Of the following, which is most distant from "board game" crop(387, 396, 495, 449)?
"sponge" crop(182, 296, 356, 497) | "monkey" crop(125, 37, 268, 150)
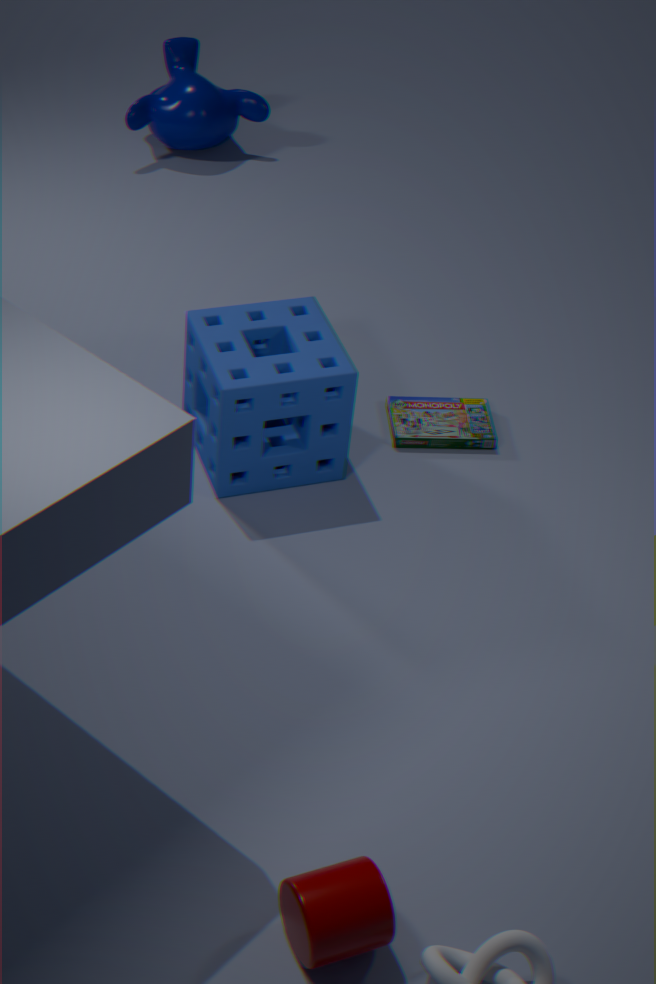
"monkey" crop(125, 37, 268, 150)
